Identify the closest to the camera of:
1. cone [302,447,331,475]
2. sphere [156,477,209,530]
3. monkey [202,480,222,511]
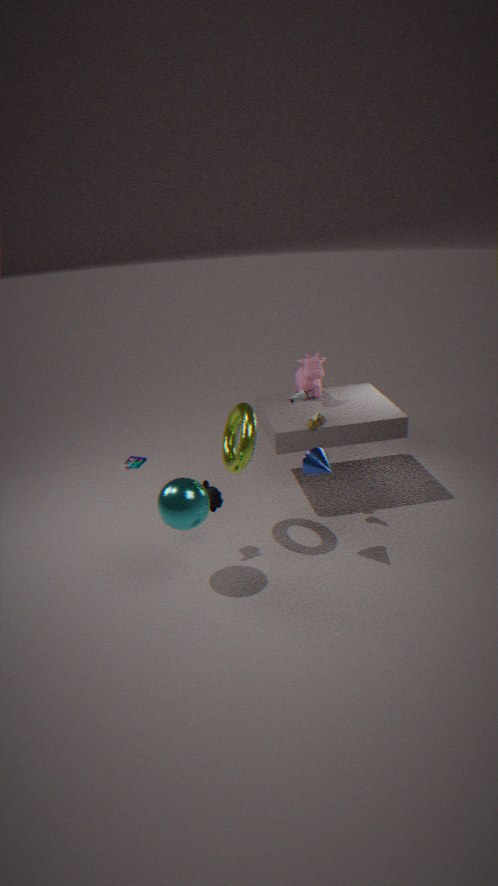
sphere [156,477,209,530]
